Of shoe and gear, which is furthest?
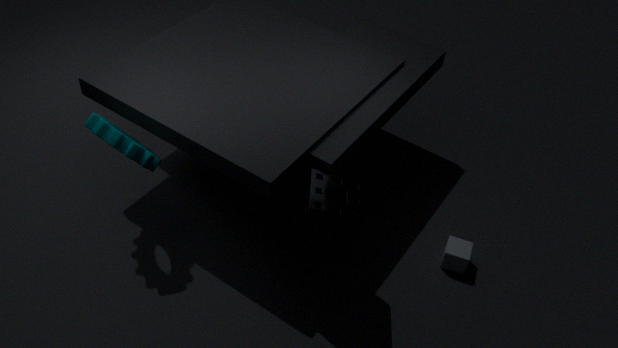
shoe
